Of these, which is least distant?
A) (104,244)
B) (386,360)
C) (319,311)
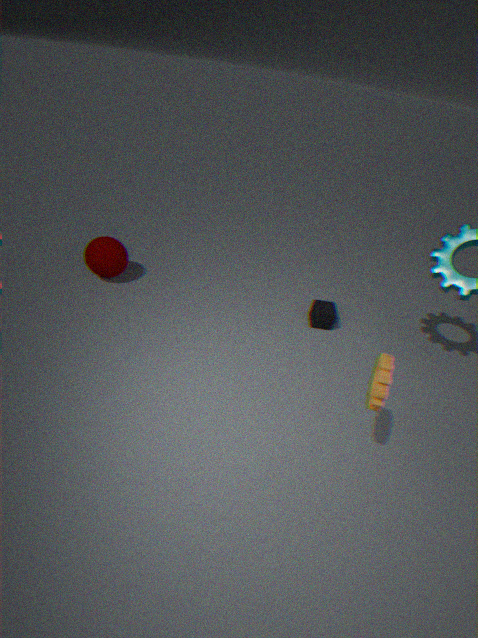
(386,360)
